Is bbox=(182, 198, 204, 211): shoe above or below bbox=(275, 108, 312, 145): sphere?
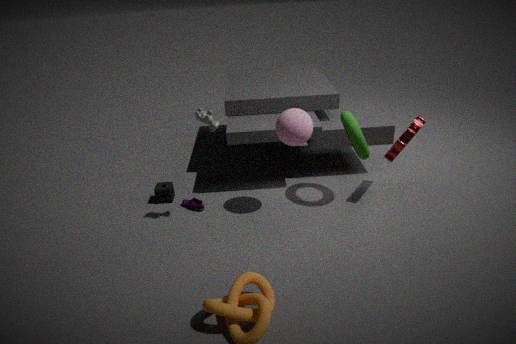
below
